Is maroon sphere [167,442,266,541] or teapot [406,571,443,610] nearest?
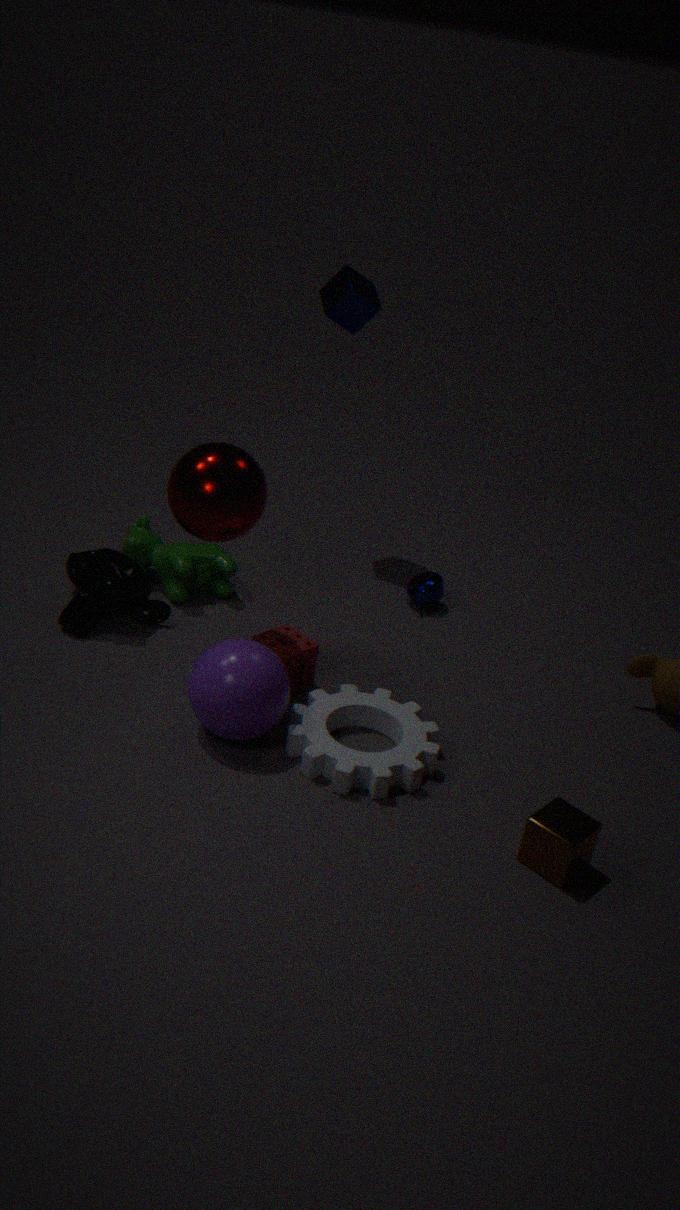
maroon sphere [167,442,266,541]
